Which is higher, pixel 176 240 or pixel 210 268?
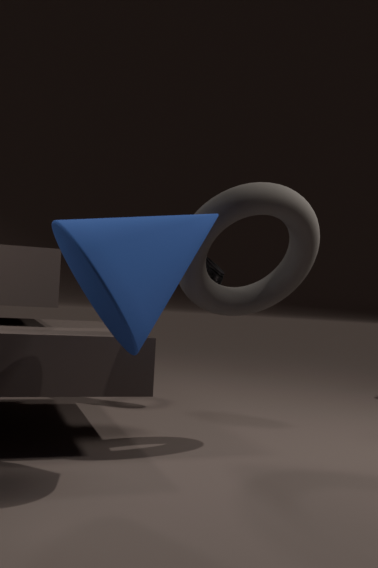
pixel 210 268
